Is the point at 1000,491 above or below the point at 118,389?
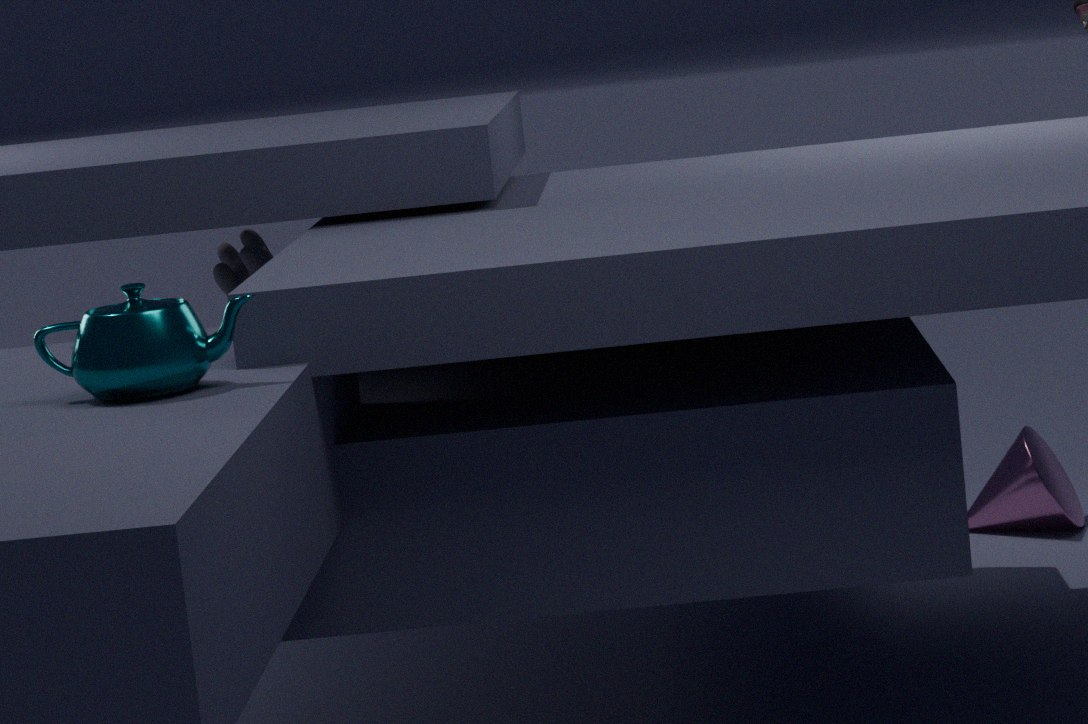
below
